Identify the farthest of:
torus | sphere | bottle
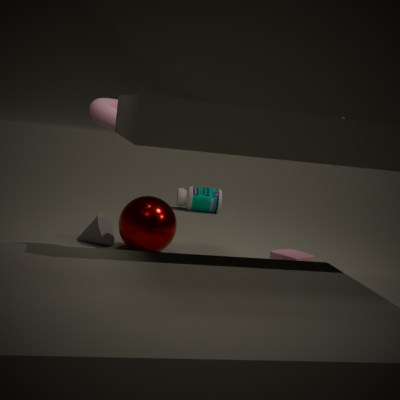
bottle
